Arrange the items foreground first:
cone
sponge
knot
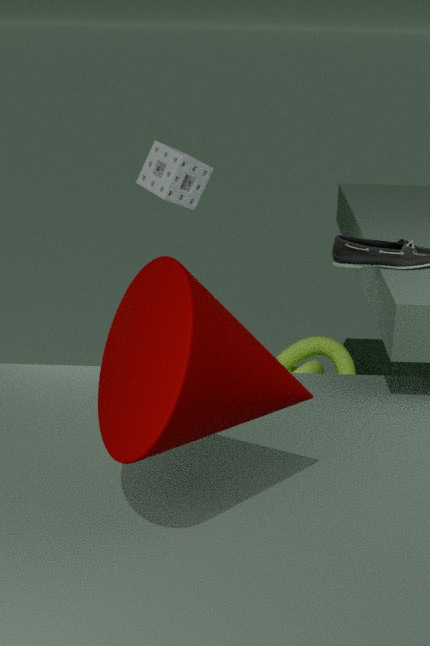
cone, sponge, knot
